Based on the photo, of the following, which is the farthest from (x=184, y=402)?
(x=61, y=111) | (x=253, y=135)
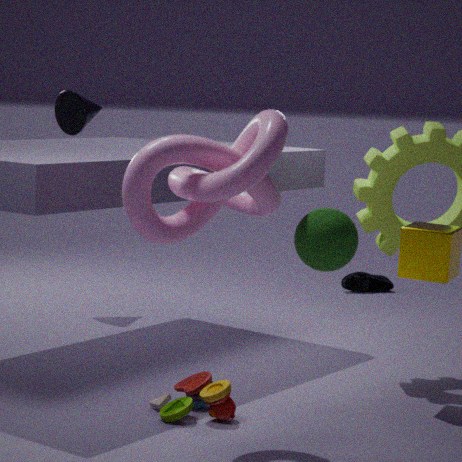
(x=61, y=111)
